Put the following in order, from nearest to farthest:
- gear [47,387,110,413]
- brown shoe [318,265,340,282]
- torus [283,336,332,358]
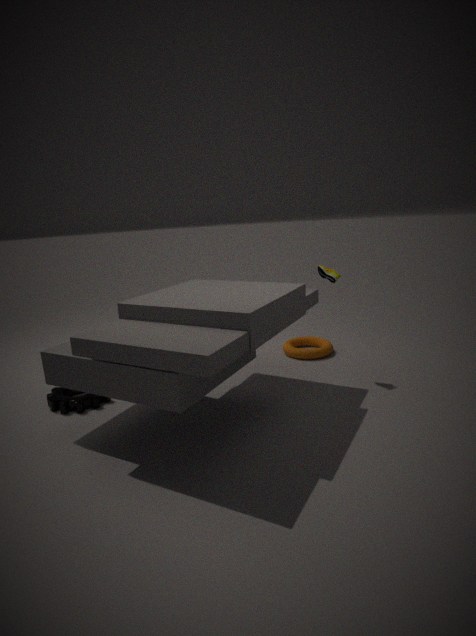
1. gear [47,387,110,413]
2. brown shoe [318,265,340,282]
3. torus [283,336,332,358]
